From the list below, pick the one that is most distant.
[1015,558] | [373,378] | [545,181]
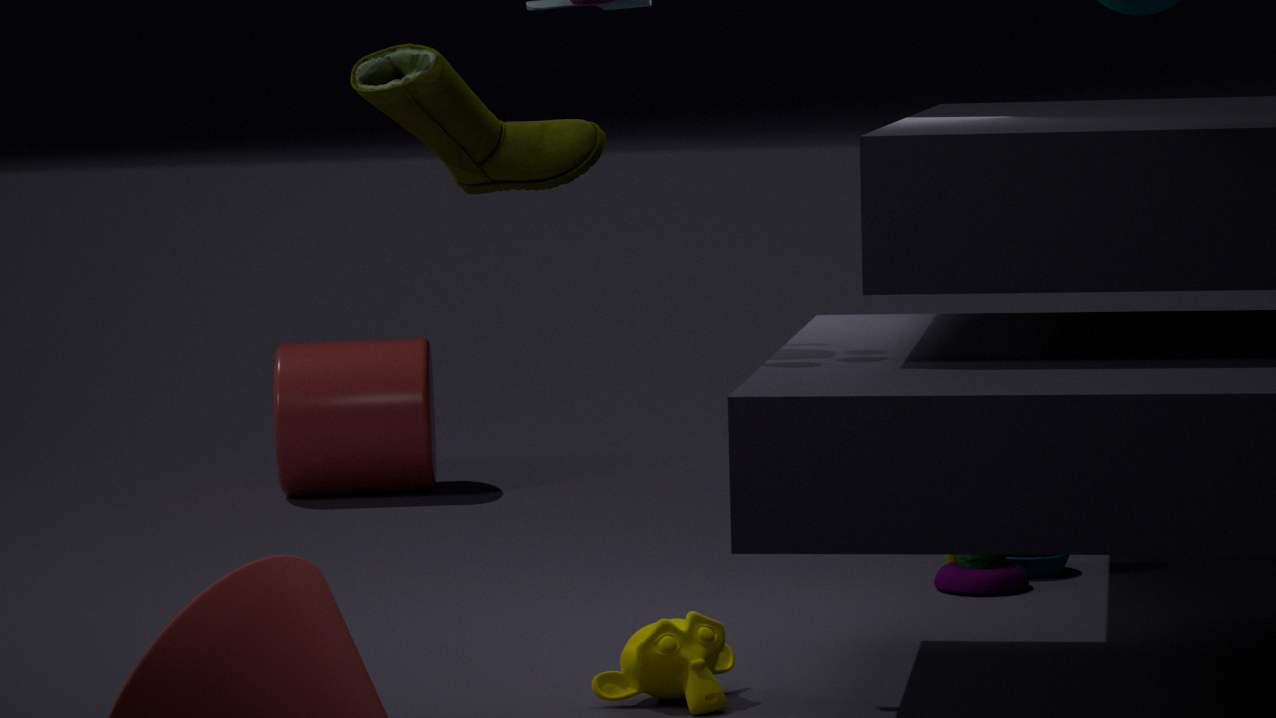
[373,378]
